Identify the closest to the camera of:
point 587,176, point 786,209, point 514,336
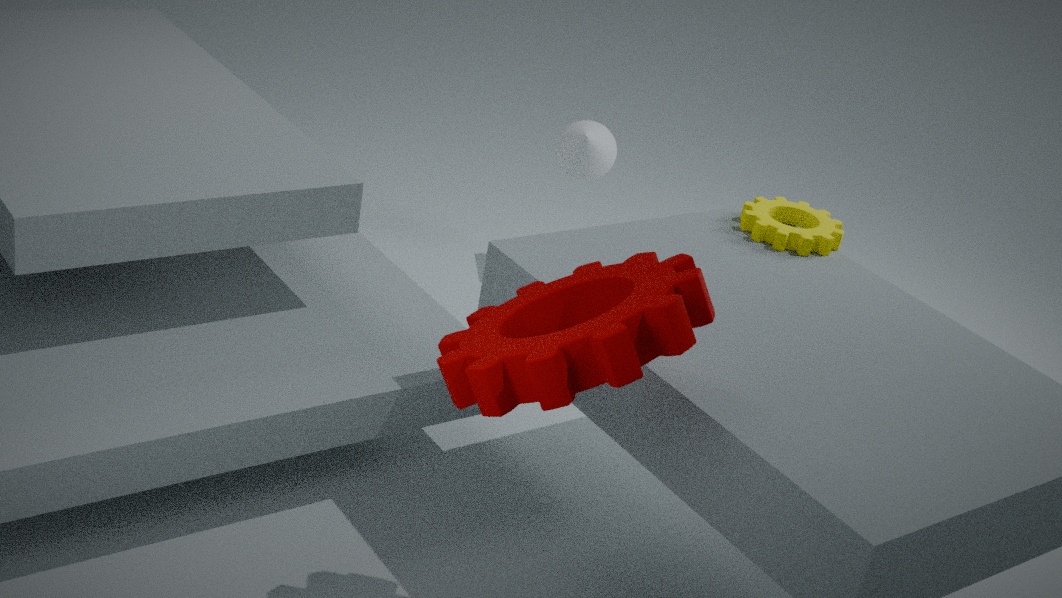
point 514,336
